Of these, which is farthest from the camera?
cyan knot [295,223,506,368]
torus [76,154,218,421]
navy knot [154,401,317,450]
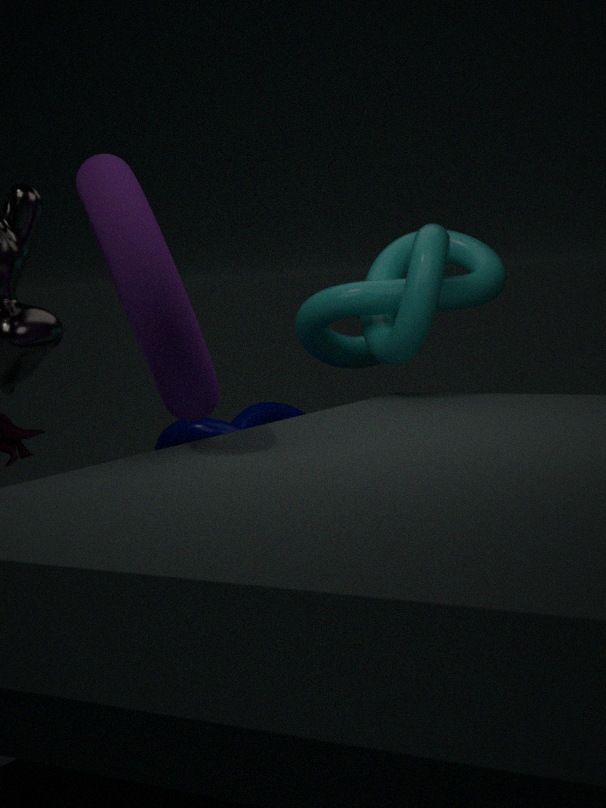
navy knot [154,401,317,450]
